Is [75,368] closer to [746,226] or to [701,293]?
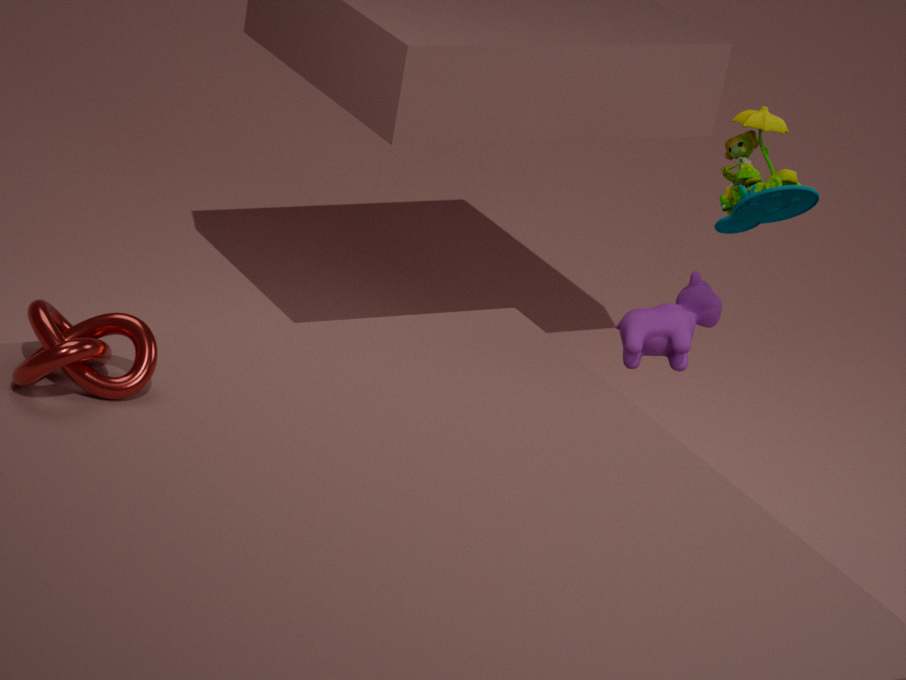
[701,293]
